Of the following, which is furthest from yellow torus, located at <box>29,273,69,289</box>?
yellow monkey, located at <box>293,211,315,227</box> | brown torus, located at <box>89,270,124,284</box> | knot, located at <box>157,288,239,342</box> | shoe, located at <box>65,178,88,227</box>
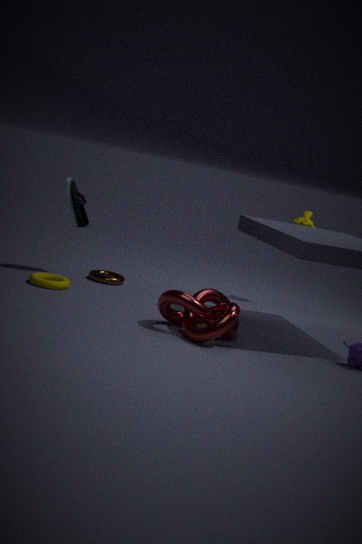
yellow monkey, located at <box>293,211,315,227</box>
